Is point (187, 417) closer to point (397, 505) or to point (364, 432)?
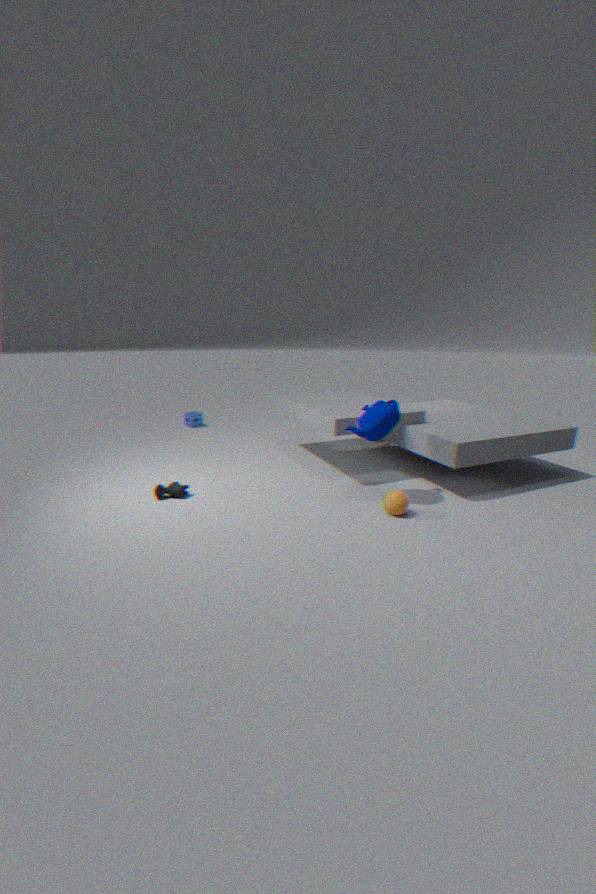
point (364, 432)
